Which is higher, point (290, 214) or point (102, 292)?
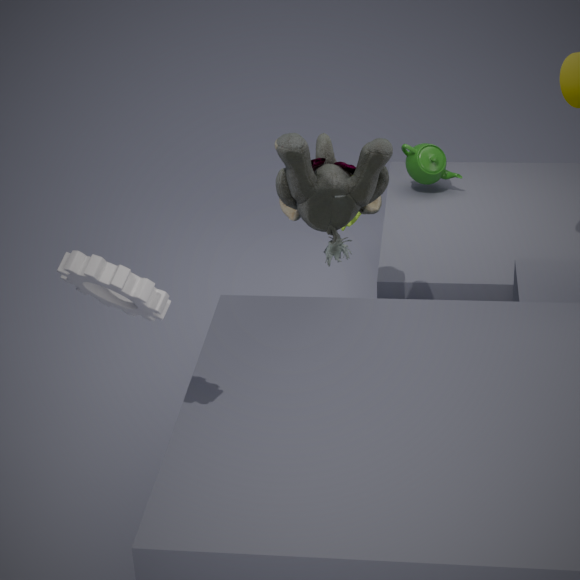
point (102, 292)
